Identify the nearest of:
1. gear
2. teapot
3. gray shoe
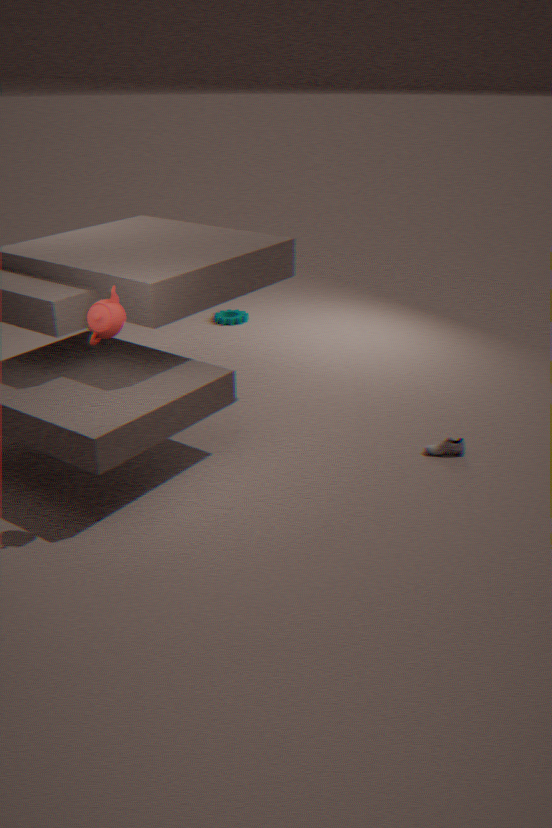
teapot
